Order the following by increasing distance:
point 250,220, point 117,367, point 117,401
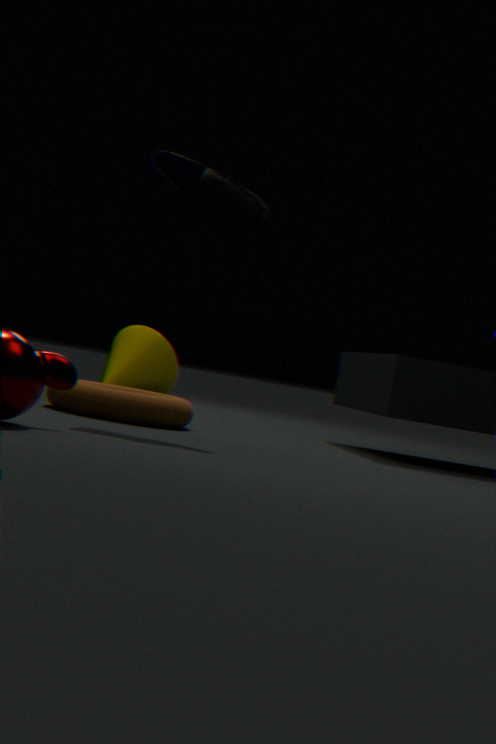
point 250,220, point 117,401, point 117,367
